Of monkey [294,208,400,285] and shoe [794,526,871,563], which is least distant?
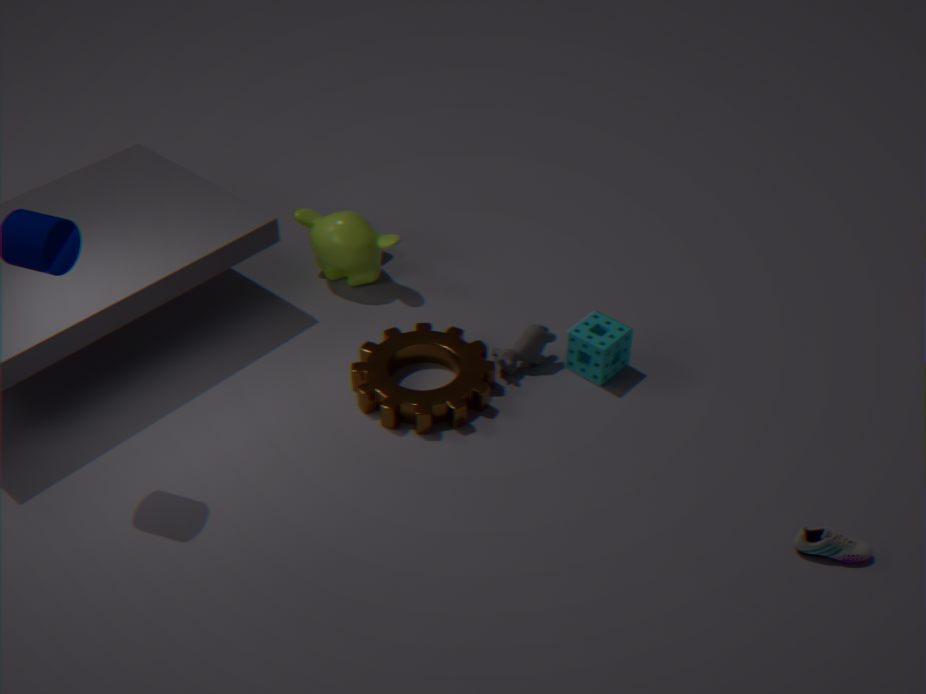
shoe [794,526,871,563]
